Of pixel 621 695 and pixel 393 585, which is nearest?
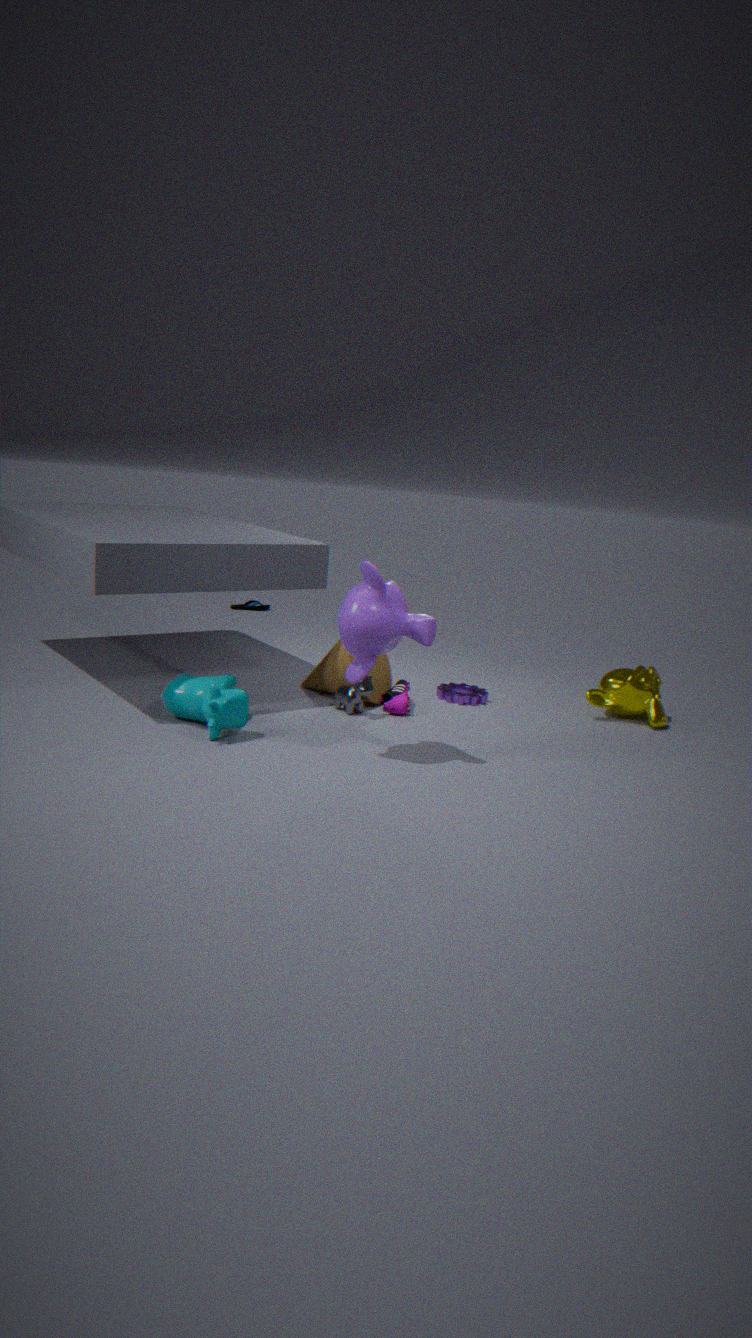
pixel 393 585
